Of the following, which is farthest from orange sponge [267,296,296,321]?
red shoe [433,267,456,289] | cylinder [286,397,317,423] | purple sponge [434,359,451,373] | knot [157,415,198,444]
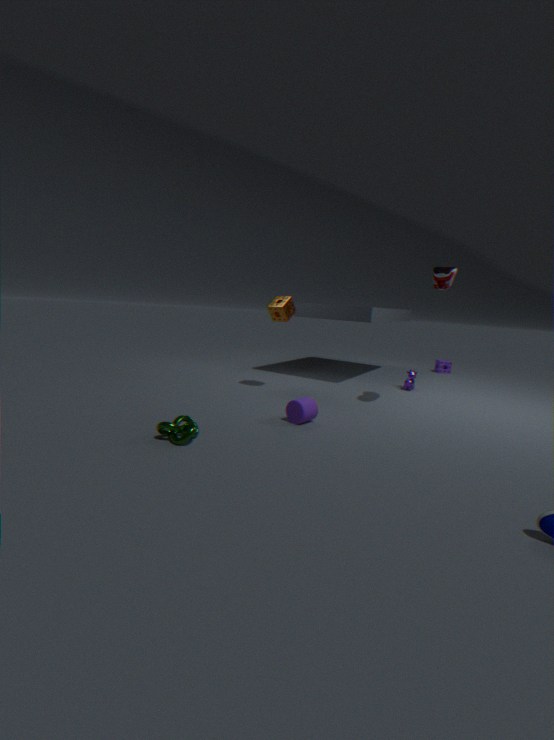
purple sponge [434,359,451,373]
